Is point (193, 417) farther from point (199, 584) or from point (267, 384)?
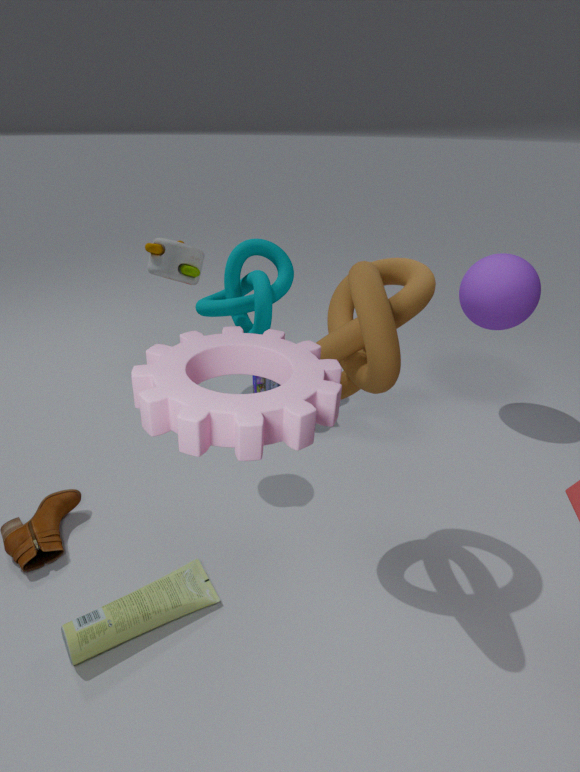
point (267, 384)
